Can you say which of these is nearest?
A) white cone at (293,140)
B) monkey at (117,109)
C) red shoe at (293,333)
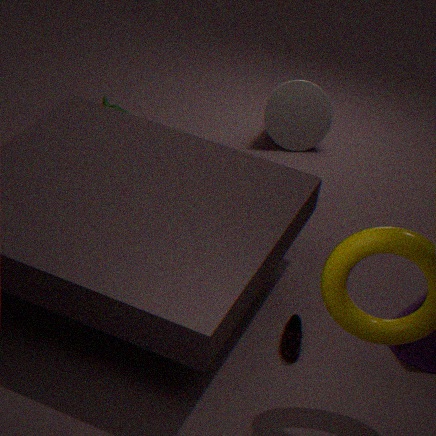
red shoe at (293,333)
